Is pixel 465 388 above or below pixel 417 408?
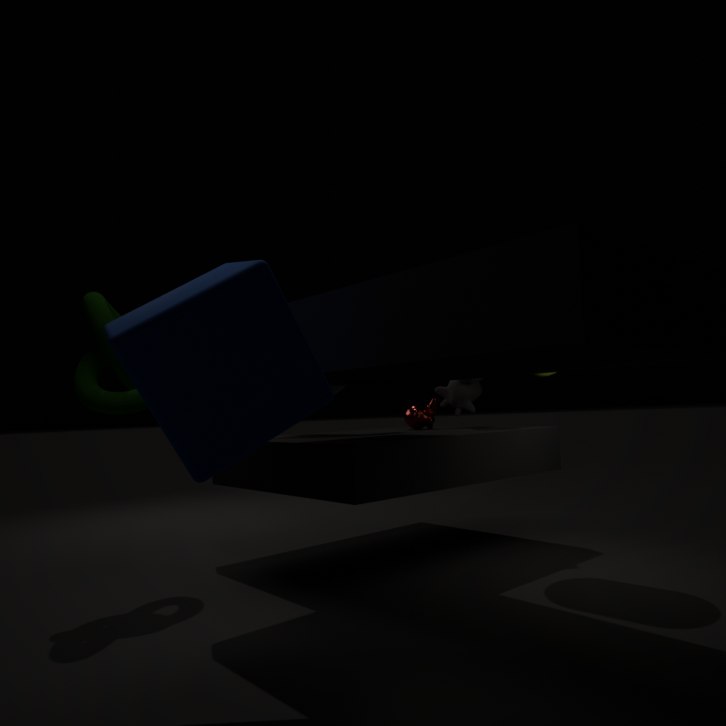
above
